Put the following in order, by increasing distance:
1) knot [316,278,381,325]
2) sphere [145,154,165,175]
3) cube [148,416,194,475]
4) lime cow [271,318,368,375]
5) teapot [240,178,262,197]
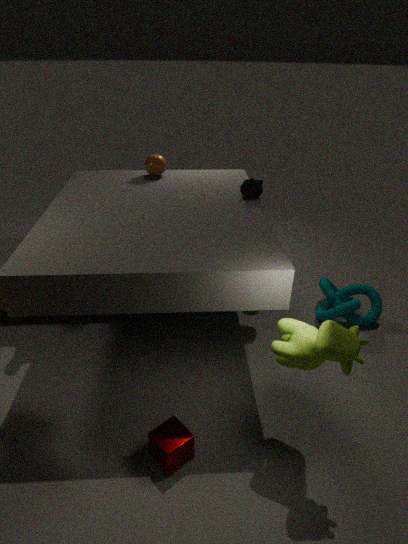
4. lime cow [271,318,368,375]
3. cube [148,416,194,475]
5. teapot [240,178,262,197]
1. knot [316,278,381,325]
2. sphere [145,154,165,175]
